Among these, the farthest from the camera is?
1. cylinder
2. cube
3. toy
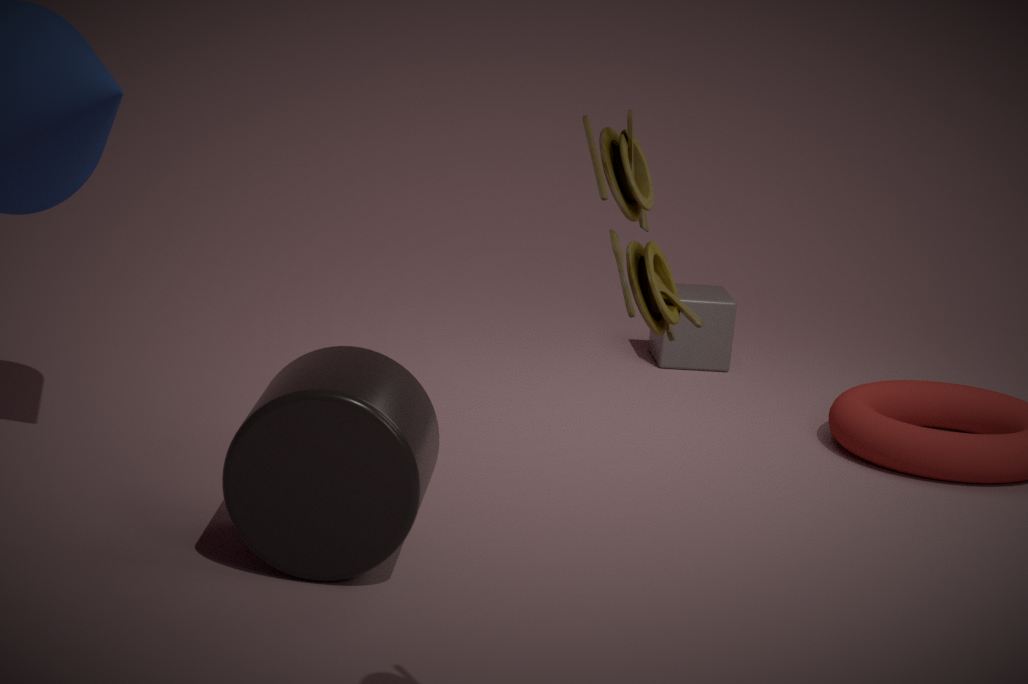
cube
